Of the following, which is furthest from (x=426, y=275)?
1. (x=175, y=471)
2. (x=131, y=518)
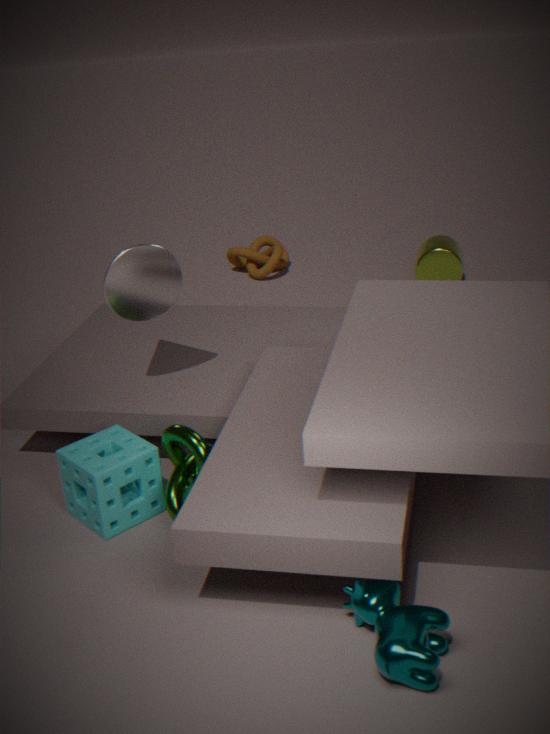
(x=131, y=518)
